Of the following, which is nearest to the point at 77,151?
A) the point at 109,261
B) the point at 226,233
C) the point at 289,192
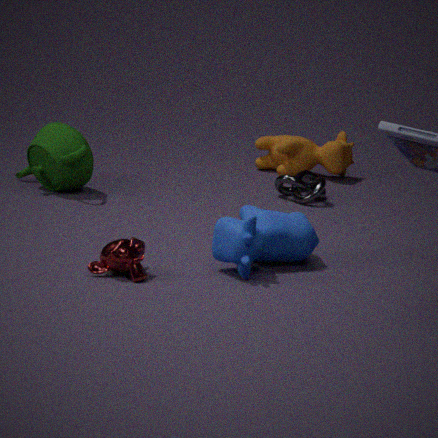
the point at 289,192
